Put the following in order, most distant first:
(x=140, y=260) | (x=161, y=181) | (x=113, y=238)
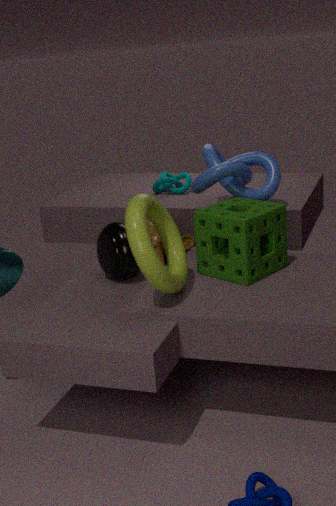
(x=161, y=181), (x=113, y=238), (x=140, y=260)
